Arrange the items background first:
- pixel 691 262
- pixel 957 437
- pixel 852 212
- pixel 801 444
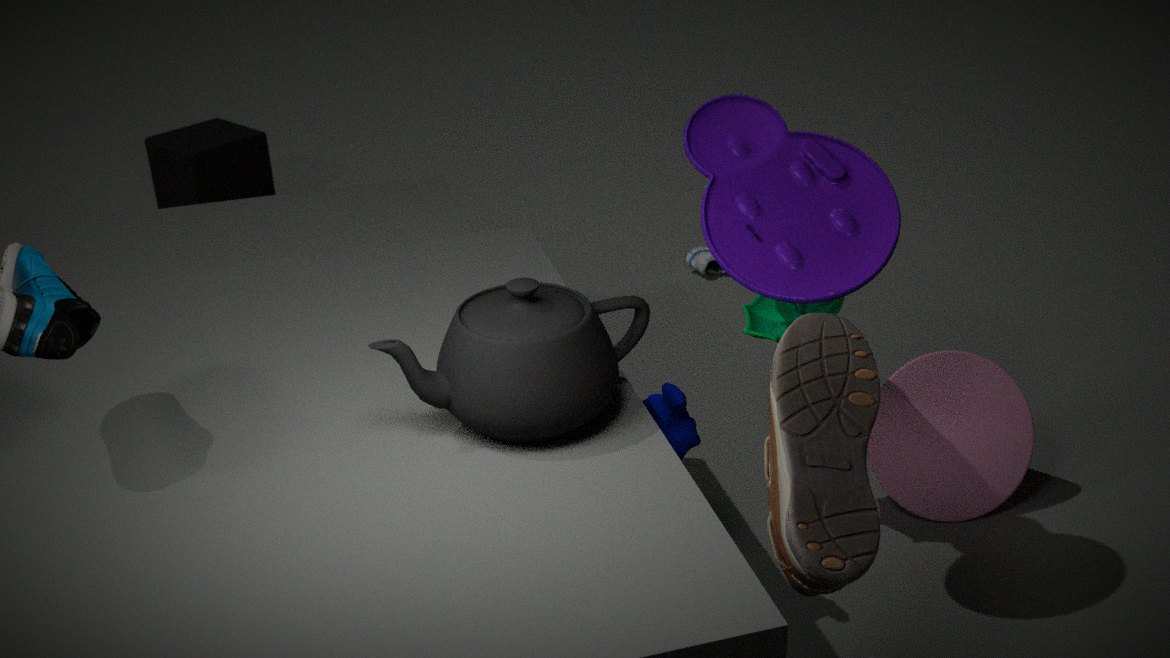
pixel 691 262 → pixel 957 437 → pixel 852 212 → pixel 801 444
